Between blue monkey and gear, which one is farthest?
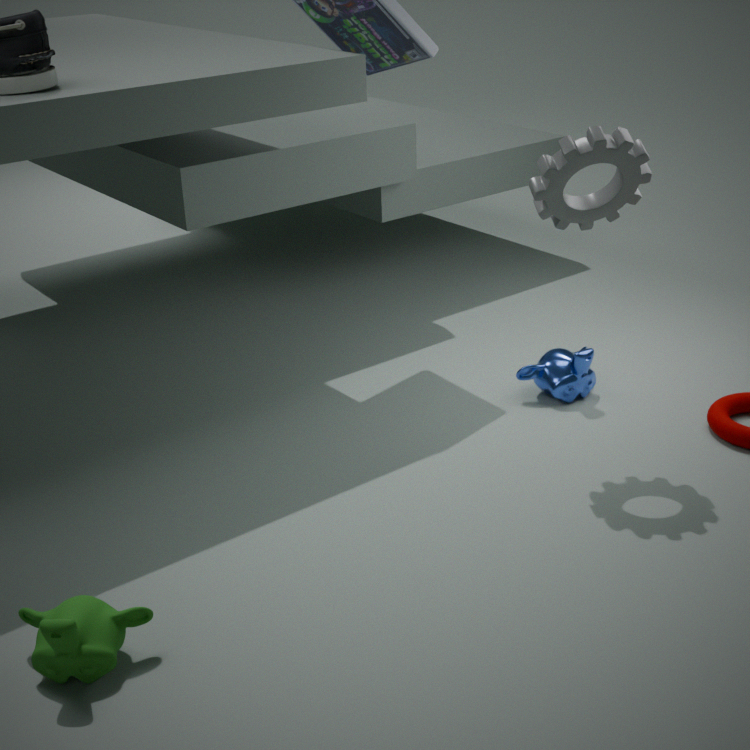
blue monkey
